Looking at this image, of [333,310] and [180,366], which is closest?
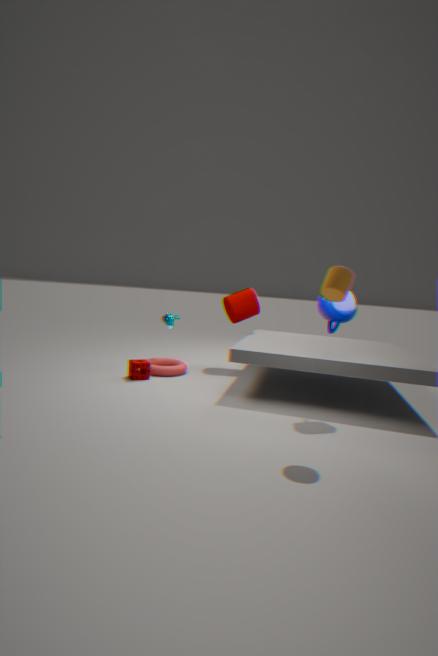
[333,310]
